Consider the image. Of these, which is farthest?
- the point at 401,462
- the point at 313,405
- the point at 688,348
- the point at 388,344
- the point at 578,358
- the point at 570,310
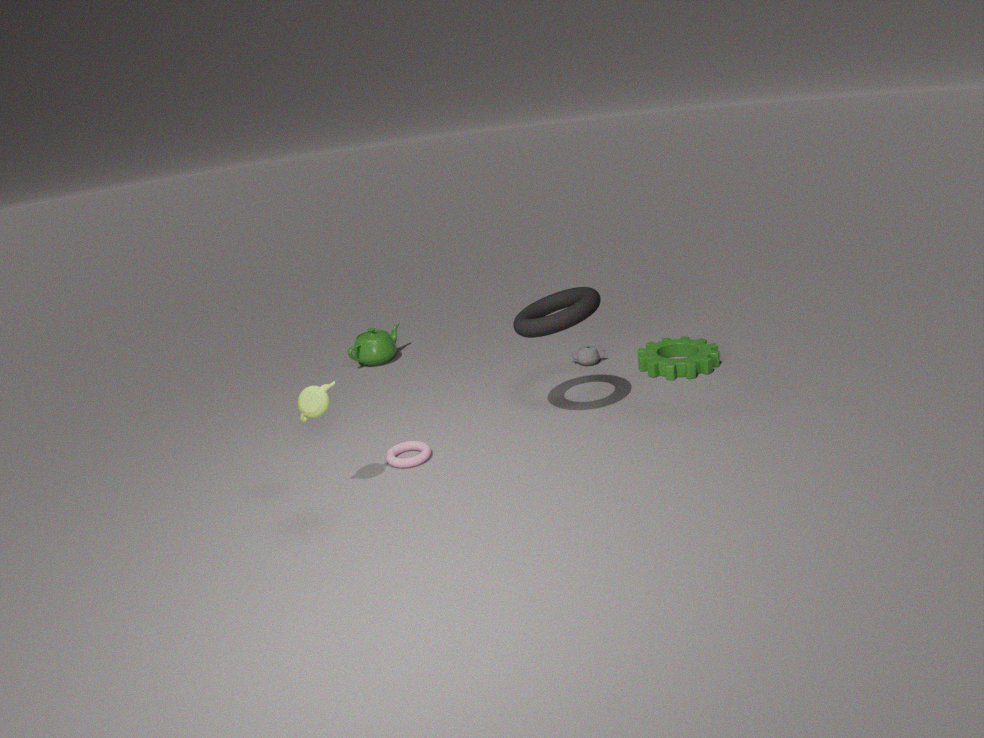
the point at 388,344
